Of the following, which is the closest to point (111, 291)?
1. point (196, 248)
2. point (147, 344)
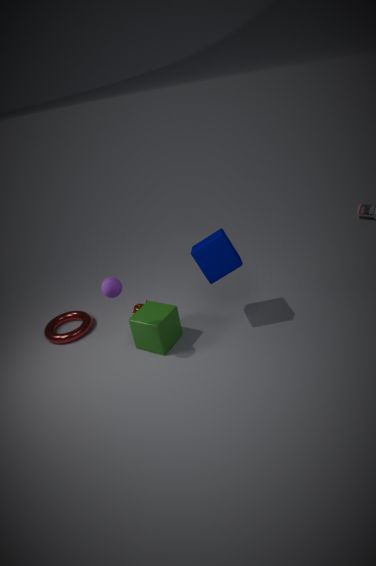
point (147, 344)
